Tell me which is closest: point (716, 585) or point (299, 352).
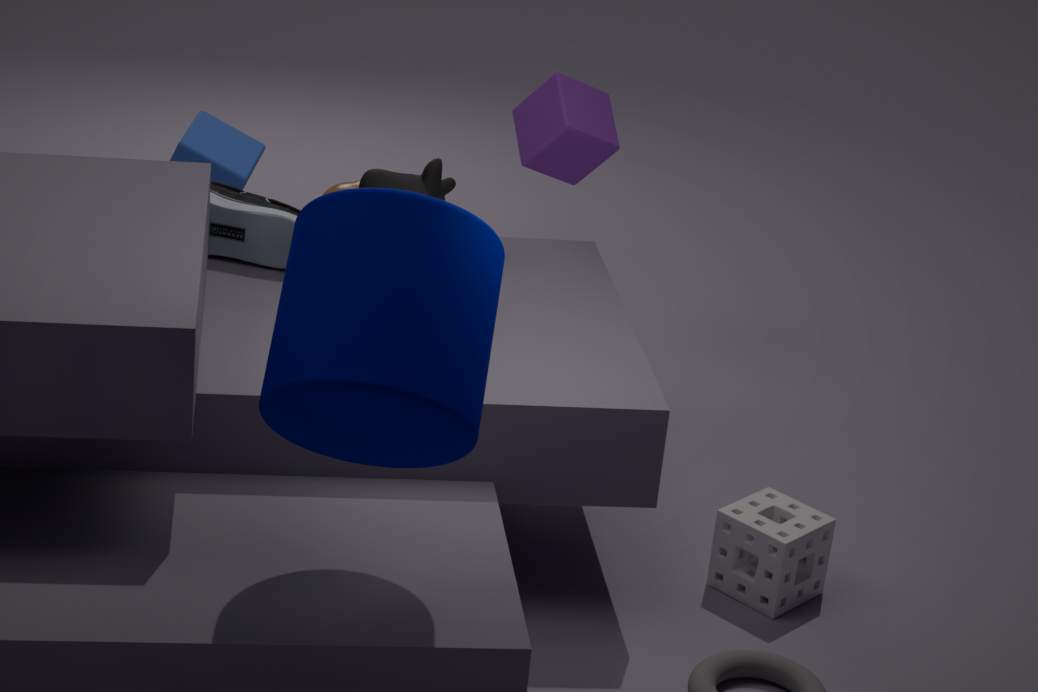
point (299, 352)
